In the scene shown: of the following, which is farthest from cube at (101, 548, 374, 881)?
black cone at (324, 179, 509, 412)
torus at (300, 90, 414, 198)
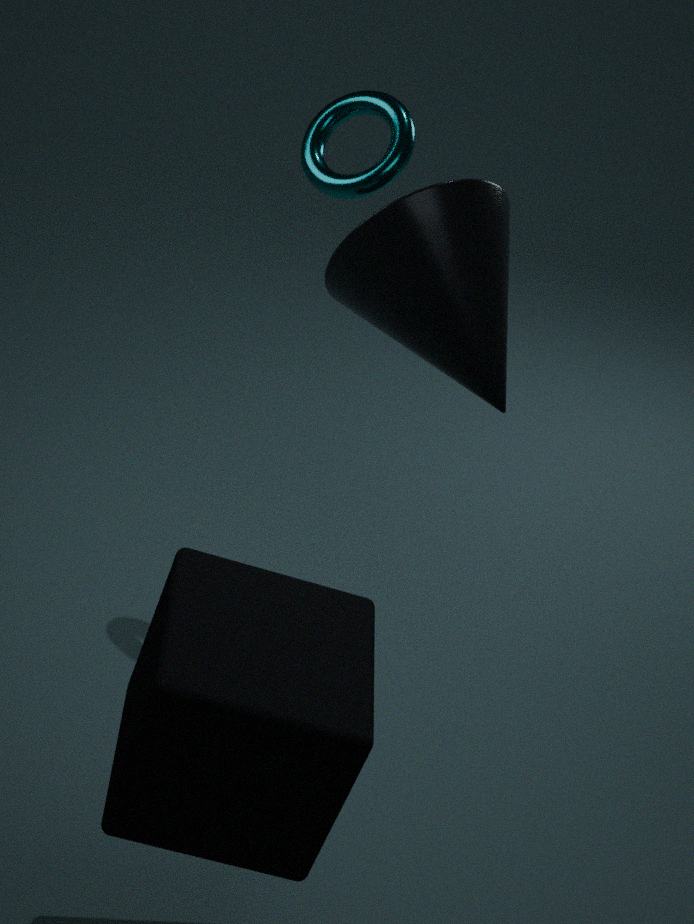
torus at (300, 90, 414, 198)
